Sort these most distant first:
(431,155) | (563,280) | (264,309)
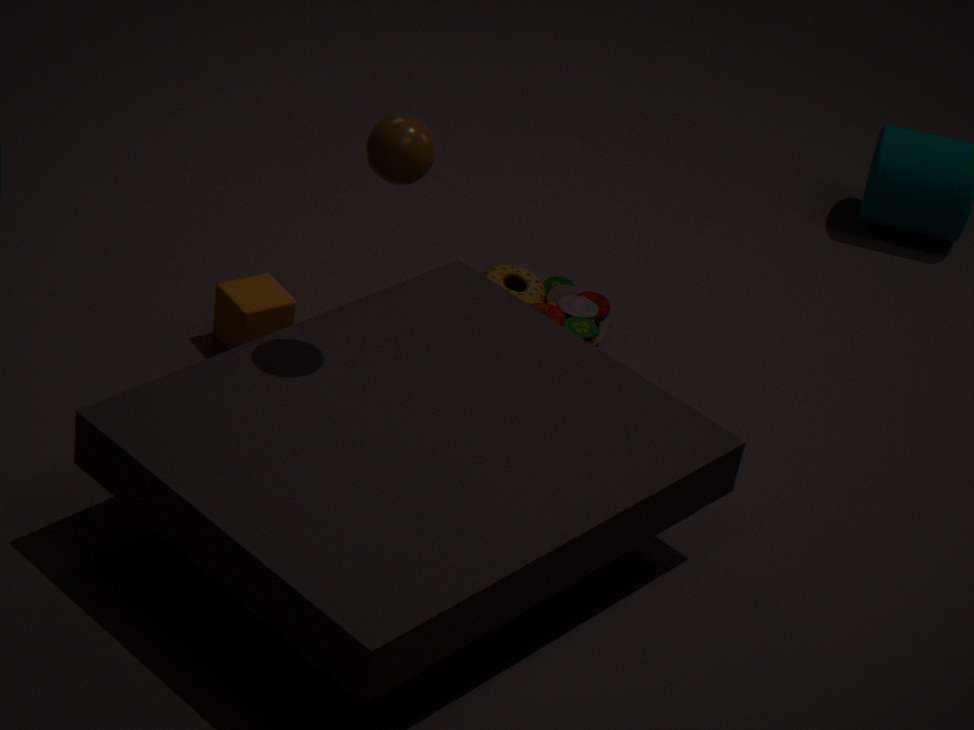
(563,280) < (264,309) < (431,155)
